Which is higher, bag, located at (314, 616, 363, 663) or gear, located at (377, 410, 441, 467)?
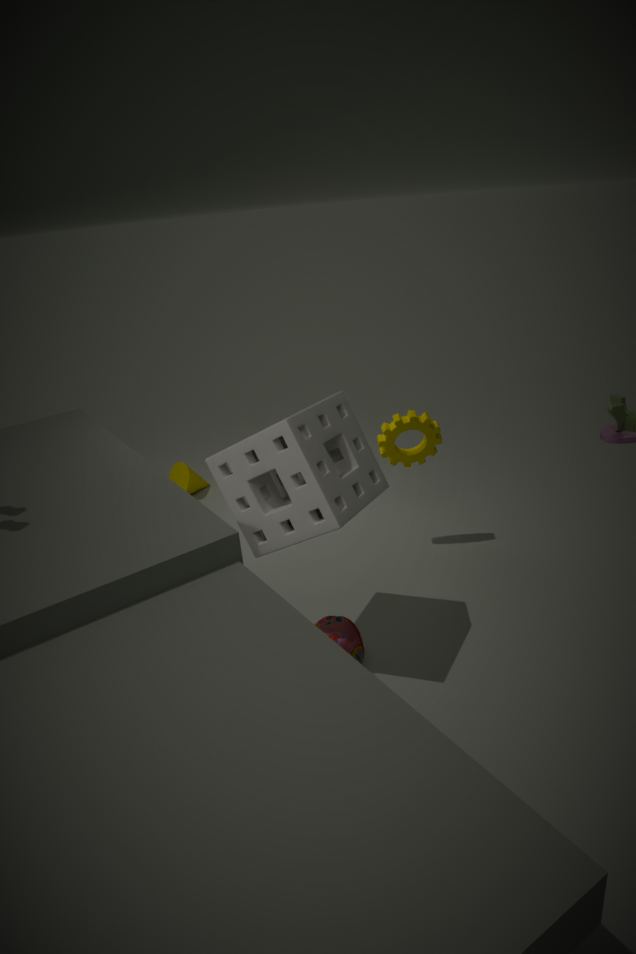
gear, located at (377, 410, 441, 467)
